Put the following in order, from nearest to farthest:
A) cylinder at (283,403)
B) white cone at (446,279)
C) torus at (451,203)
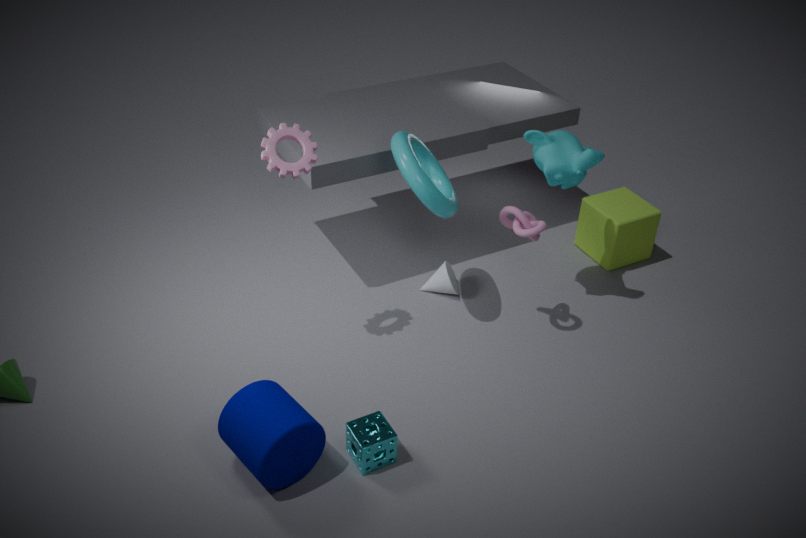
cylinder at (283,403) → torus at (451,203) → white cone at (446,279)
